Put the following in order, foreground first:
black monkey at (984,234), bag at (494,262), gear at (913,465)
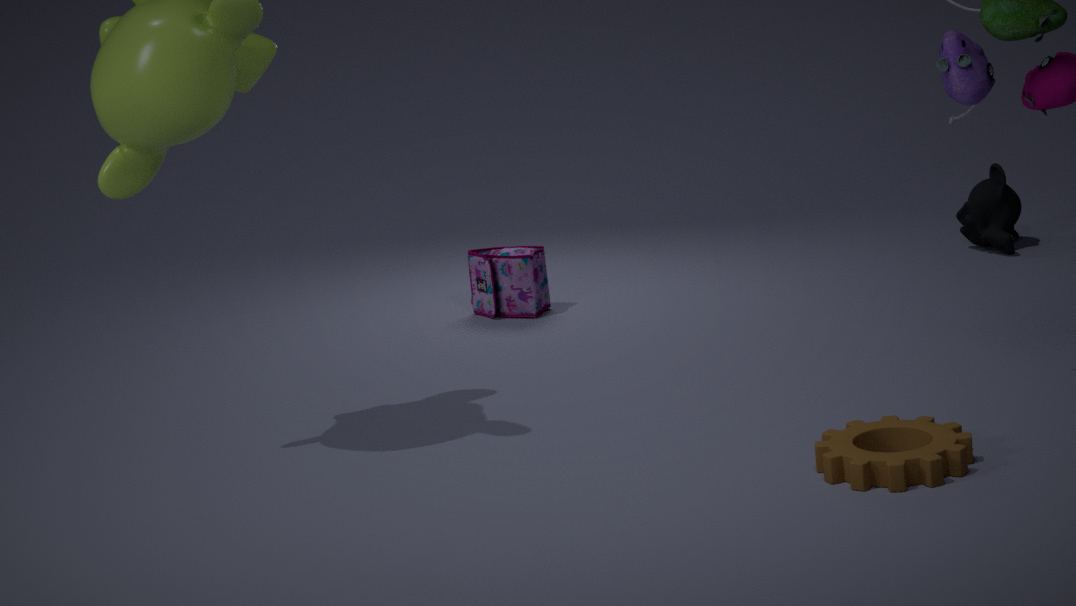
1. gear at (913,465)
2. bag at (494,262)
3. black monkey at (984,234)
